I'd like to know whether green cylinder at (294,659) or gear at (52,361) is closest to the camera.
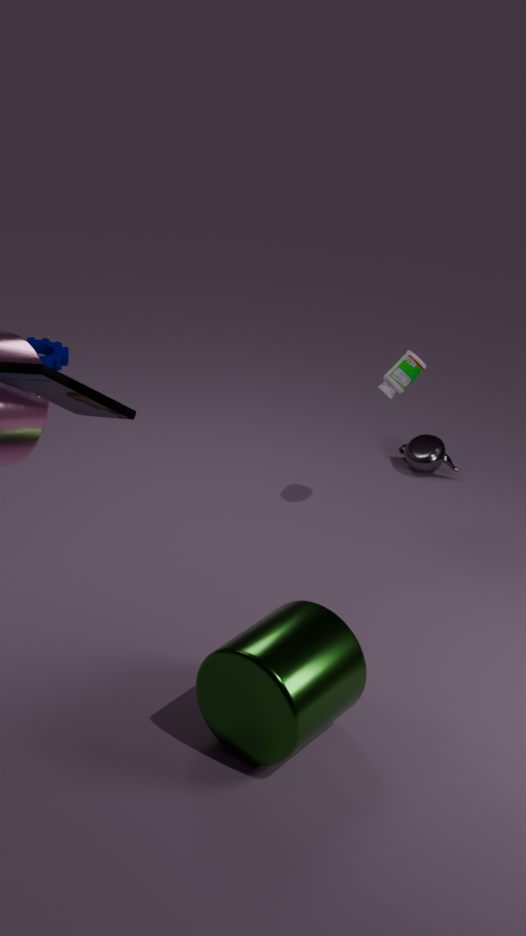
green cylinder at (294,659)
